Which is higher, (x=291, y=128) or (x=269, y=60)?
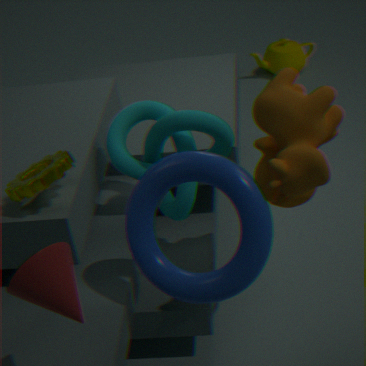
(x=291, y=128)
